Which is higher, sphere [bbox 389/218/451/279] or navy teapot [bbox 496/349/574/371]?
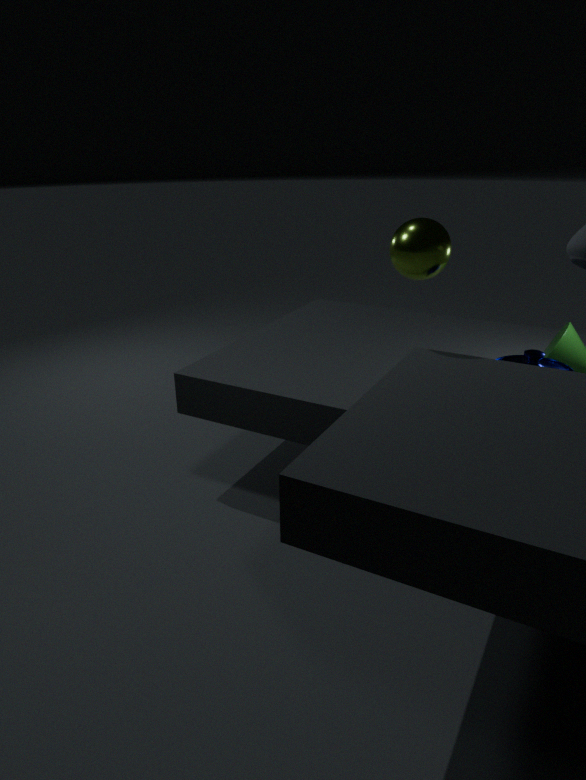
sphere [bbox 389/218/451/279]
